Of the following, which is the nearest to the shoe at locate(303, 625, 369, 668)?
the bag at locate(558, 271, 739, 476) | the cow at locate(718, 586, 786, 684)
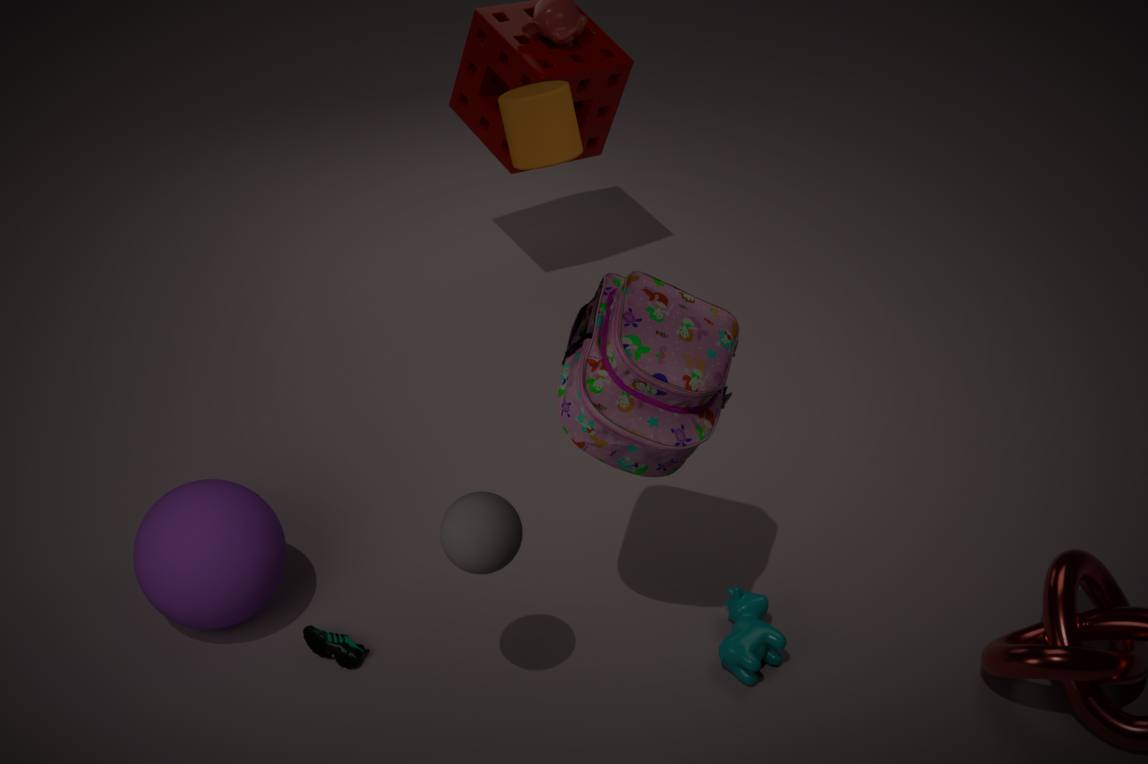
the bag at locate(558, 271, 739, 476)
